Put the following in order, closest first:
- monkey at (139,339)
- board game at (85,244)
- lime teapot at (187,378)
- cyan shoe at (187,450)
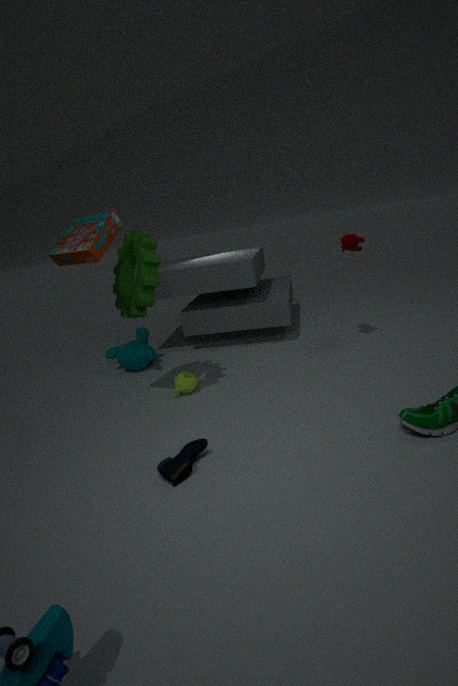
1. cyan shoe at (187,450)
2. board game at (85,244)
3. lime teapot at (187,378)
4. monkey at (139,339)
